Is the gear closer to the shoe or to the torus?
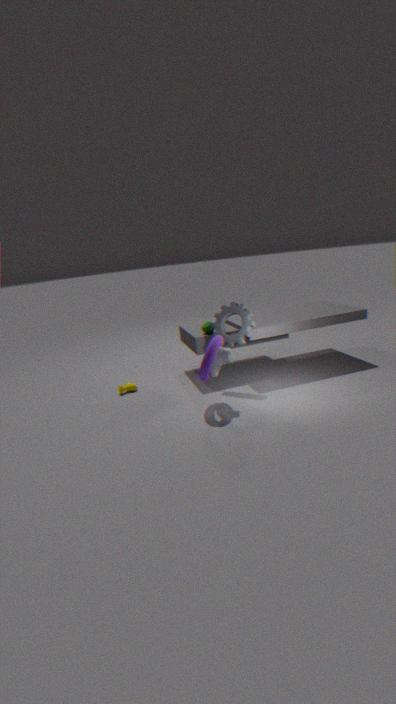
the torus
